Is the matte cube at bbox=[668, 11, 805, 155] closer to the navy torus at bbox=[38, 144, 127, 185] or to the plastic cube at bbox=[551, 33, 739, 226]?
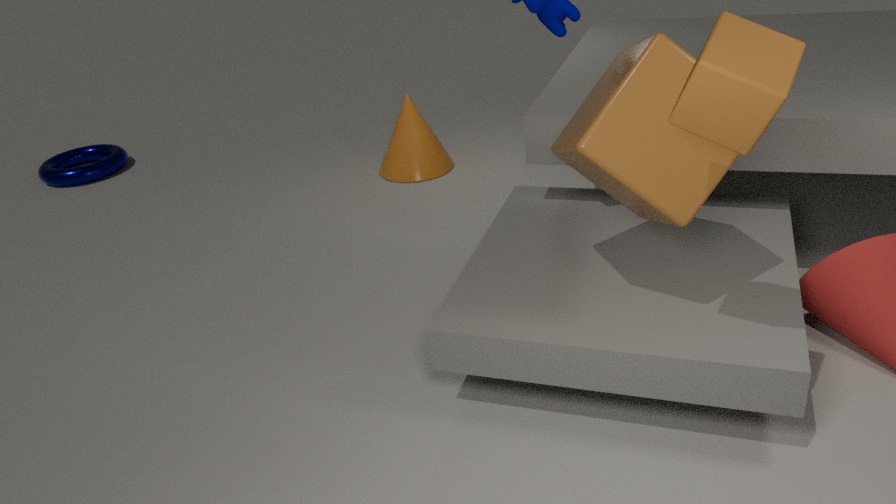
the plastic cube at bbox=[551, 33, 739, 226]
